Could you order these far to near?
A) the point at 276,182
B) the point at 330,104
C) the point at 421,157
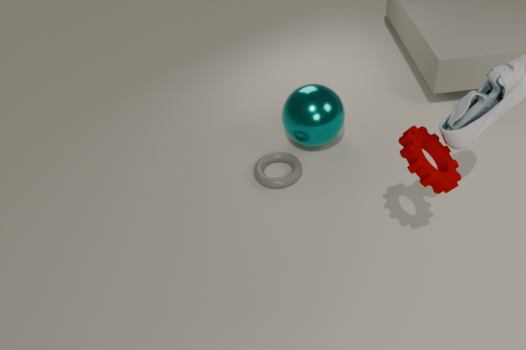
the point at 330,104 < the point at 276,182 < the point at 421,157
